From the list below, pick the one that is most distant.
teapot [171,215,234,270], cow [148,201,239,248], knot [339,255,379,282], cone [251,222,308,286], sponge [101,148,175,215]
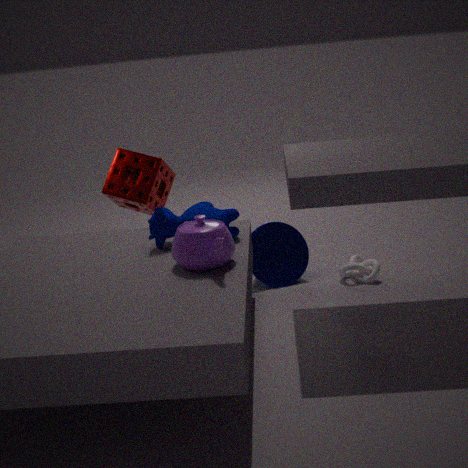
sponge [101,148,175,215]
